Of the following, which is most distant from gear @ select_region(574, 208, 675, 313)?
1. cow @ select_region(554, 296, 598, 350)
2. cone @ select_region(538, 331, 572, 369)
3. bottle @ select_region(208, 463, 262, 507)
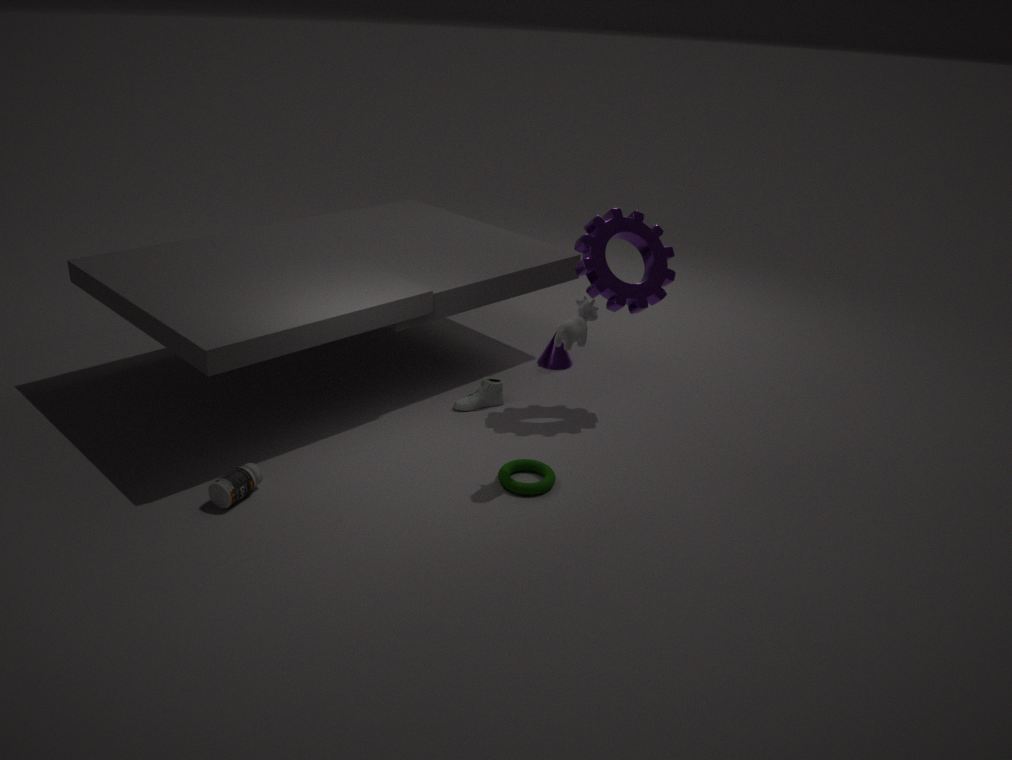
bottle @ select_region(208, 463, 262, 507)
